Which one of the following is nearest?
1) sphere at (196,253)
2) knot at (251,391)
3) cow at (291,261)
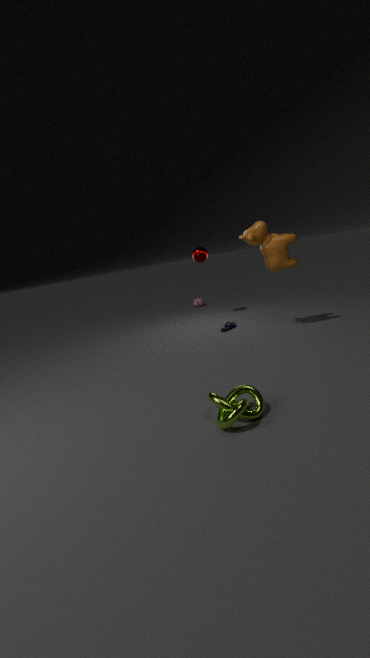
2. knot at (251,391)
